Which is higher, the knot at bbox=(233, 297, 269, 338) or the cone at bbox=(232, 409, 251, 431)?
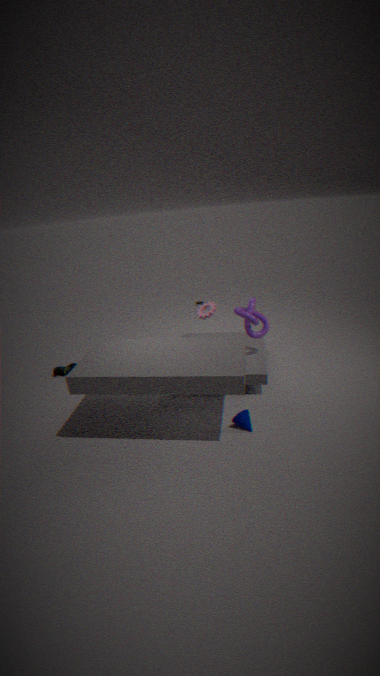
the knot at bbox=(233, 297, 269, 338)
